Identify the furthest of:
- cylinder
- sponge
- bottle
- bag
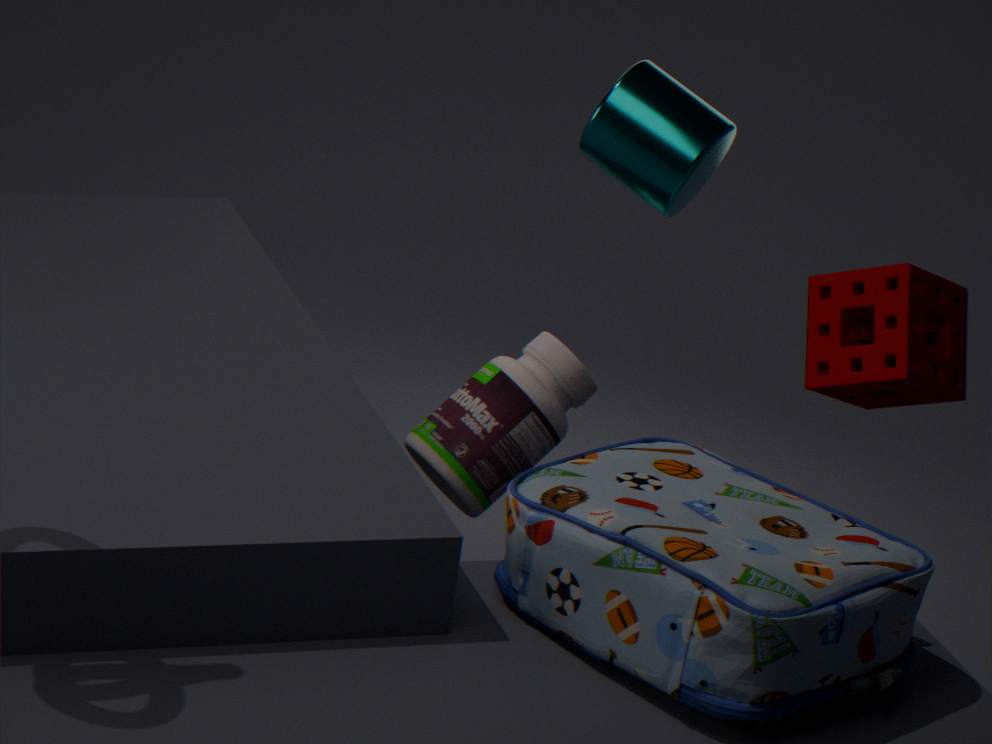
bottle
